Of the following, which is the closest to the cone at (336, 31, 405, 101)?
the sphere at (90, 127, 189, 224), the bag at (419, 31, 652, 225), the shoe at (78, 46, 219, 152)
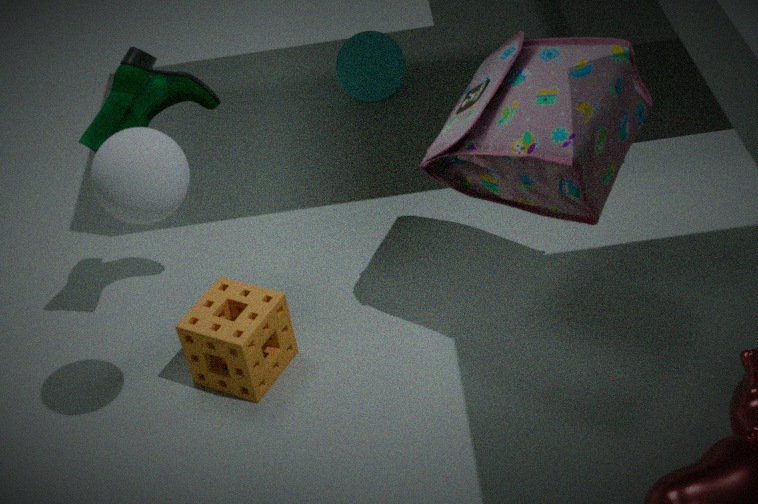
the bag at (419, 31, 652, 225)
